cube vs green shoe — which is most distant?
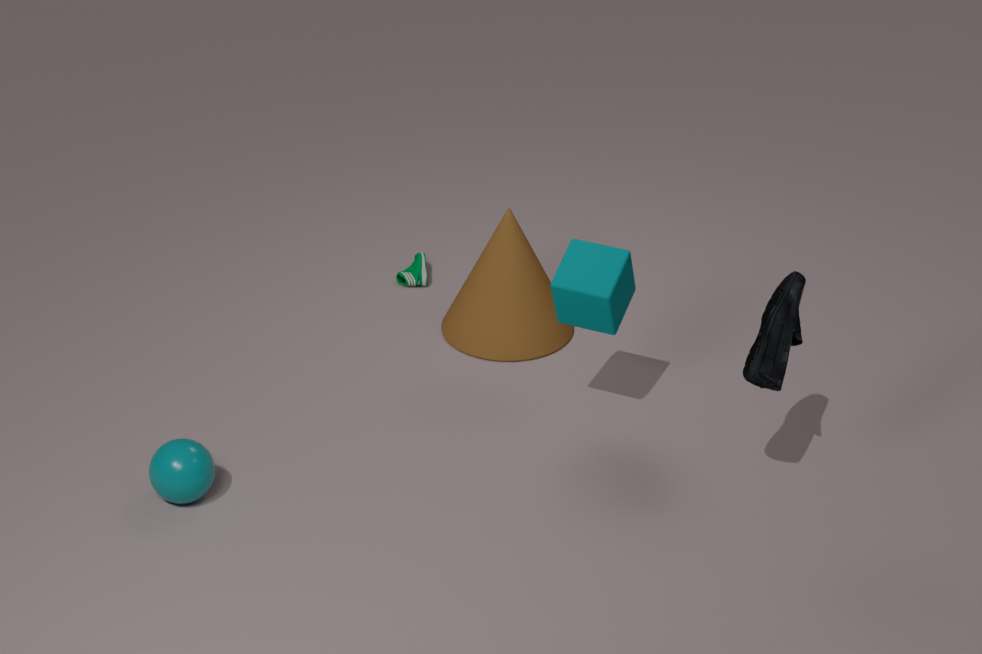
green shoe
